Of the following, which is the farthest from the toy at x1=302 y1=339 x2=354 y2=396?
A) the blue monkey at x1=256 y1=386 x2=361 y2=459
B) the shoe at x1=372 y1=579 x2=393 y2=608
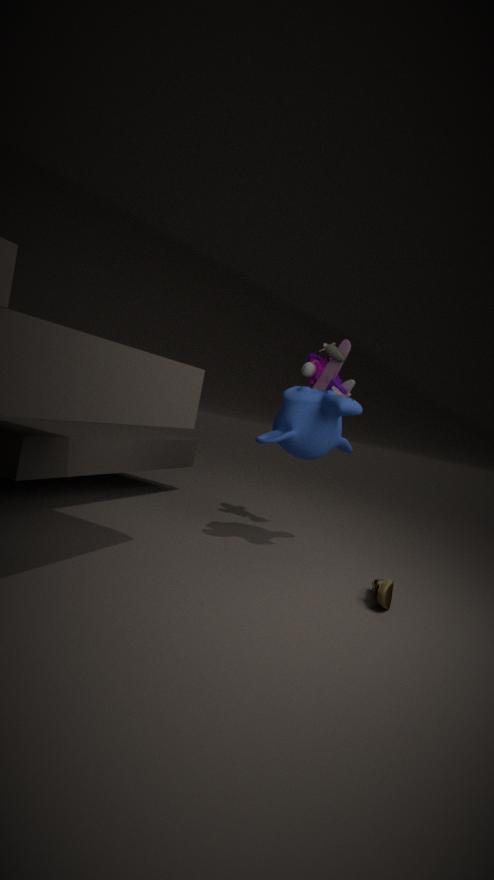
the shoe at x1=372 y1=579 x2=393 y2=608
